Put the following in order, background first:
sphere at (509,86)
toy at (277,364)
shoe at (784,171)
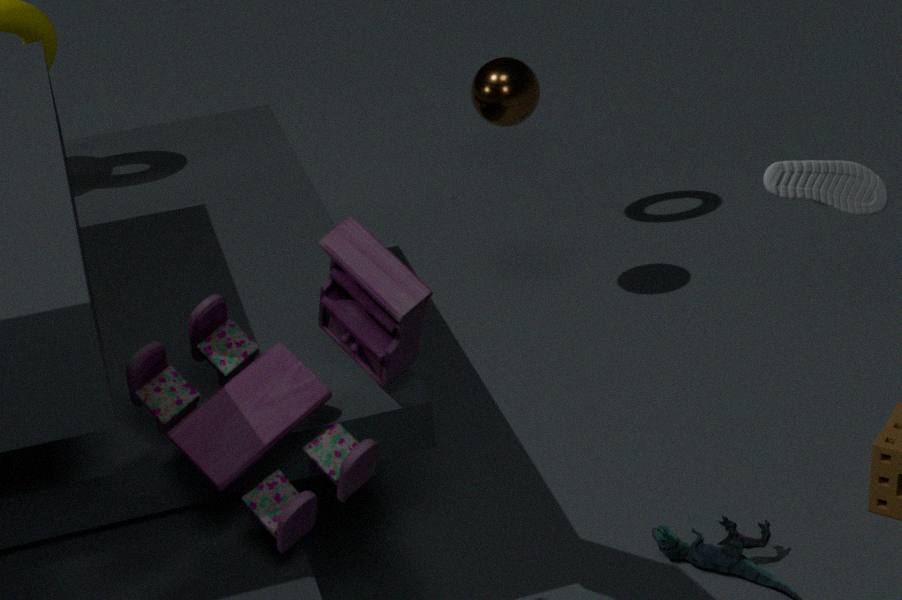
sphere at (509,86)
shoe at (784,171)
toy at (277,364)
